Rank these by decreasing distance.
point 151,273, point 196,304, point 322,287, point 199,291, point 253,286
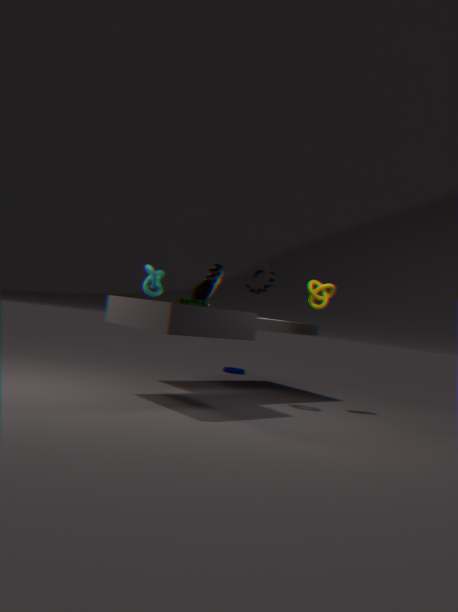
point 199,291 < point 322,287 < point 253,286 < point 196,304 < point 151,273
